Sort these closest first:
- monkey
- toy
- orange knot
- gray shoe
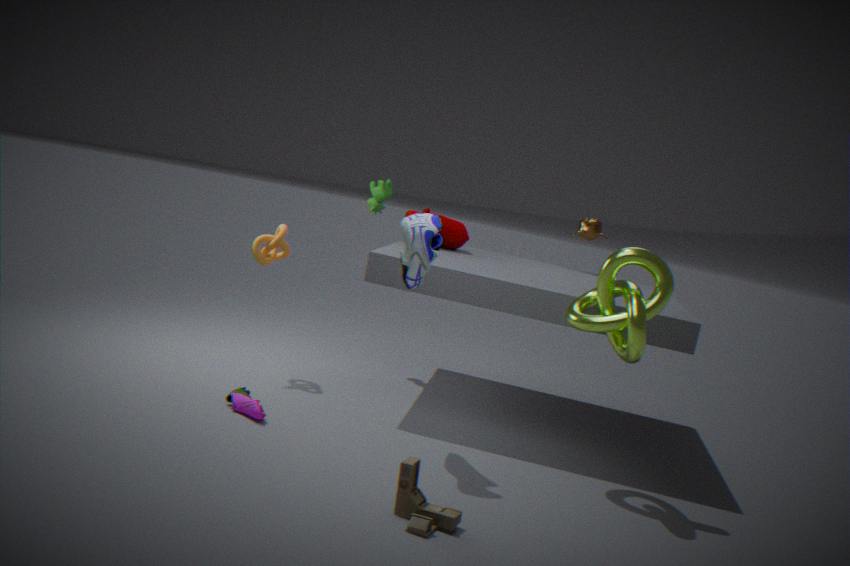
toy
gray shoe
orange knot
monkey
